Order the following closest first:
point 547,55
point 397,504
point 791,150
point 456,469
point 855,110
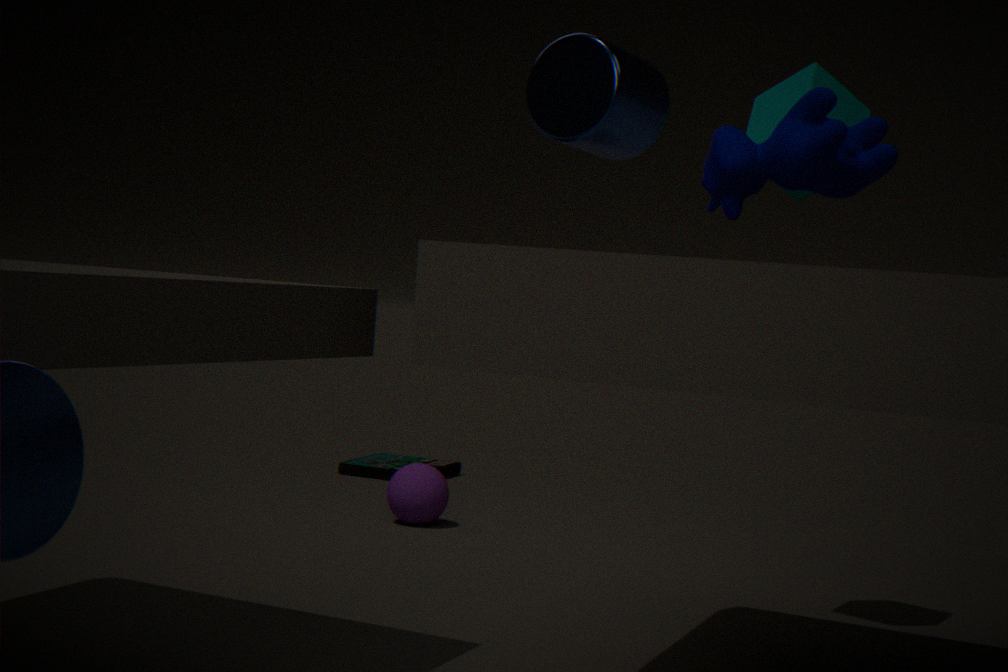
point 791,150 < point 547,55 < point 855,110 < point 397,504 < point 456,469
